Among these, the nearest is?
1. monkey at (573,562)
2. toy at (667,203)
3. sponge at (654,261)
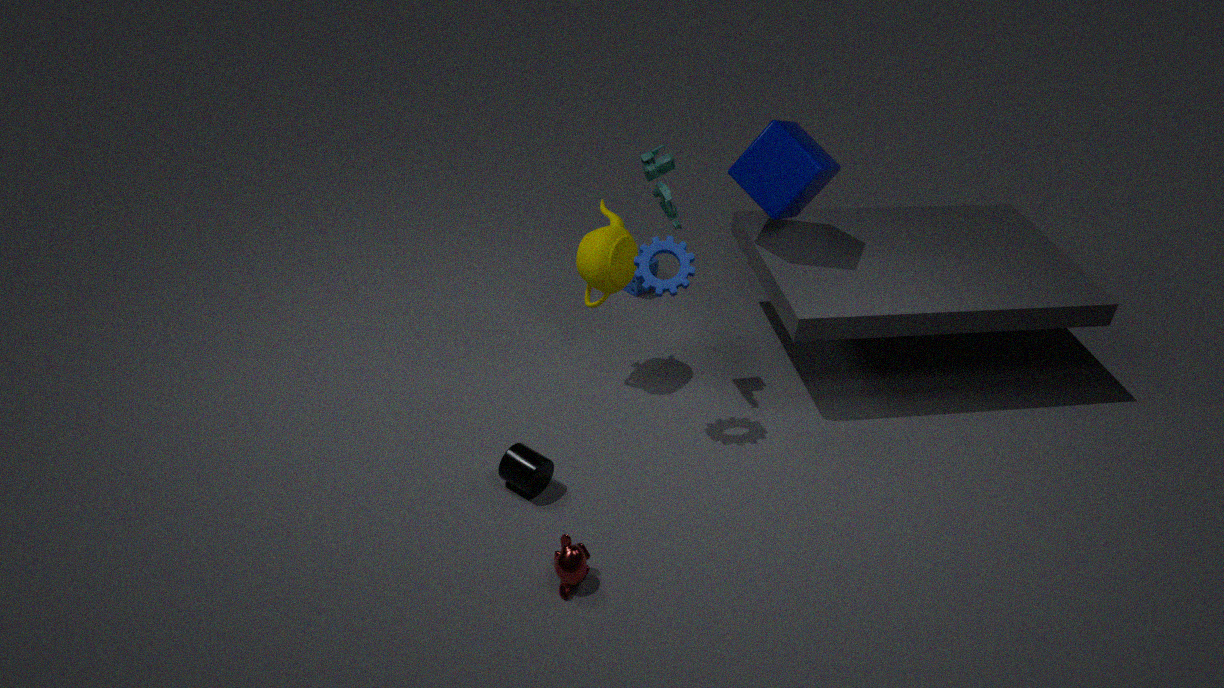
monkey at (573,562)
